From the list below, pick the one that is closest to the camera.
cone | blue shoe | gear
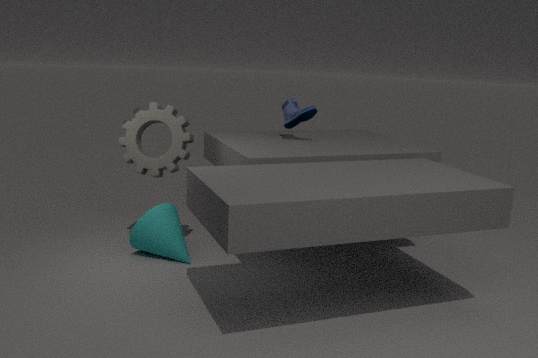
cone
